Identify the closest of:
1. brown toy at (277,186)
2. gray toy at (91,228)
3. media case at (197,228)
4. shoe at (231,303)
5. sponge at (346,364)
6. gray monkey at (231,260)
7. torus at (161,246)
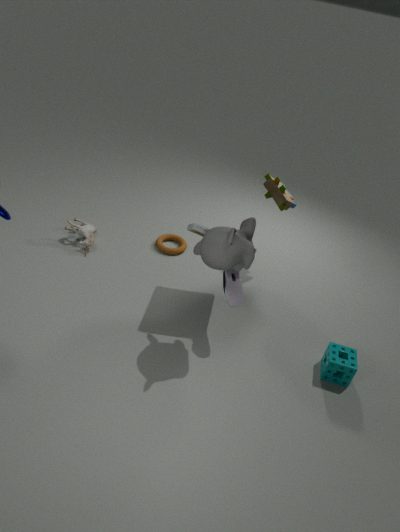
gray monkey at (231,260)
